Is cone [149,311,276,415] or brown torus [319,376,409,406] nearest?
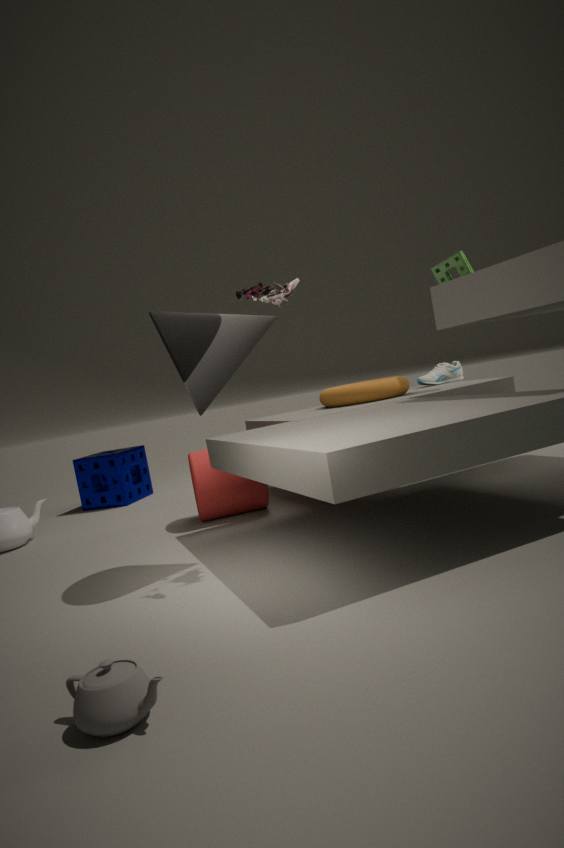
cone [149,311,276,415]
